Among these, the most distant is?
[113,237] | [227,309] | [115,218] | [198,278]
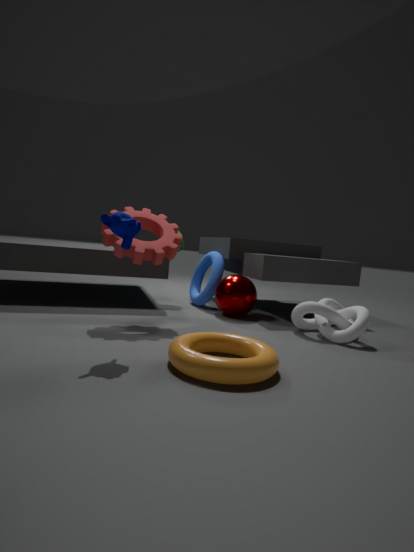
[198,278]
